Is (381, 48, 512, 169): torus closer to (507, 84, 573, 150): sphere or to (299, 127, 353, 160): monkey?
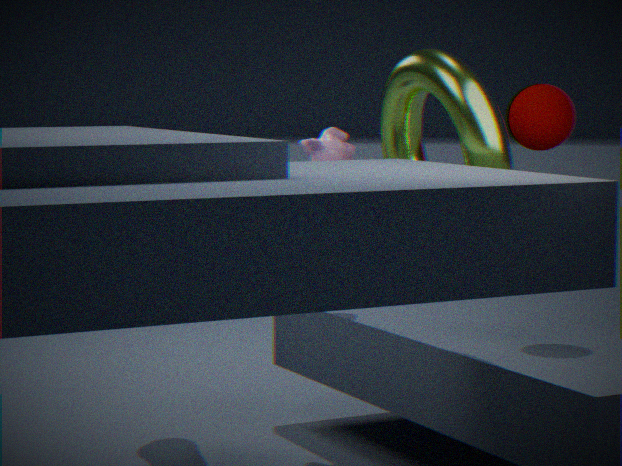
(507, 84, 573, 150): sphere
